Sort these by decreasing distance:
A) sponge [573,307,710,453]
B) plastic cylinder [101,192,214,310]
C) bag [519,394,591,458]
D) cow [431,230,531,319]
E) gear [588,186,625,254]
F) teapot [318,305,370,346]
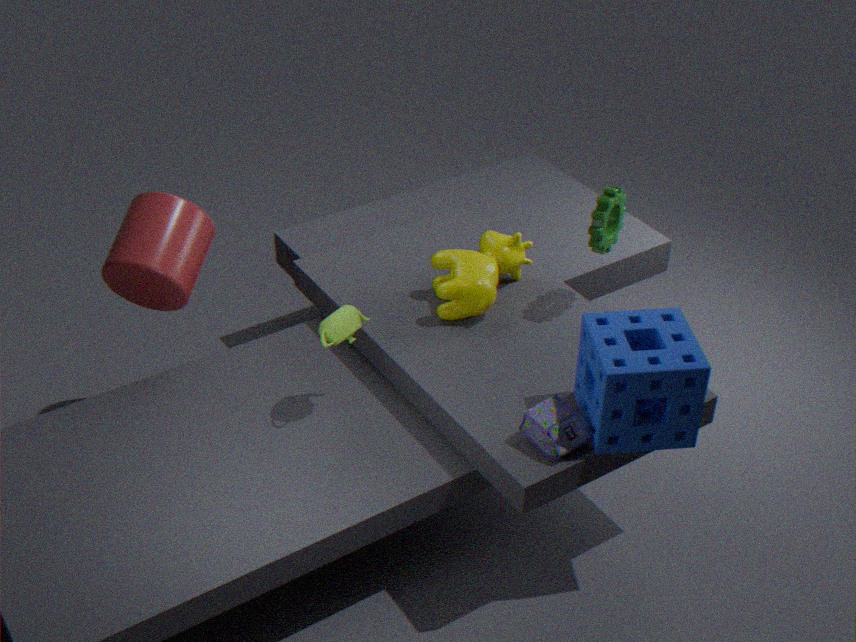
1. cow [431,230,531,319]
2. gear [588,186,625,254]
3. plastic cylinder [101,192,214,310]
4. teapot [318,305,370,346]
5. bag [519,394,591,458]
6. sponge [573,307,710,453]
